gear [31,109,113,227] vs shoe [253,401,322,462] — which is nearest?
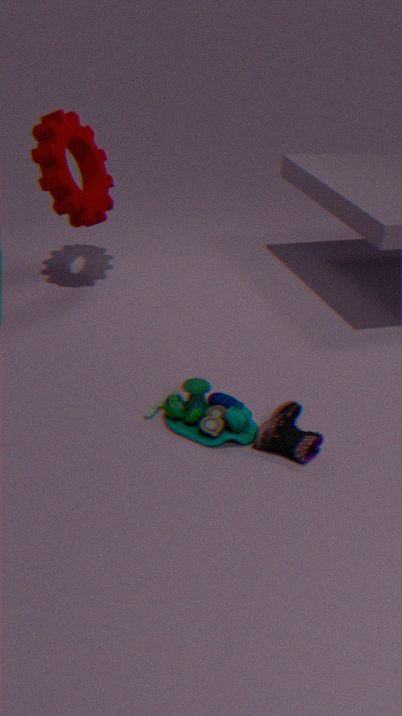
shoe [253,401,322,462]
